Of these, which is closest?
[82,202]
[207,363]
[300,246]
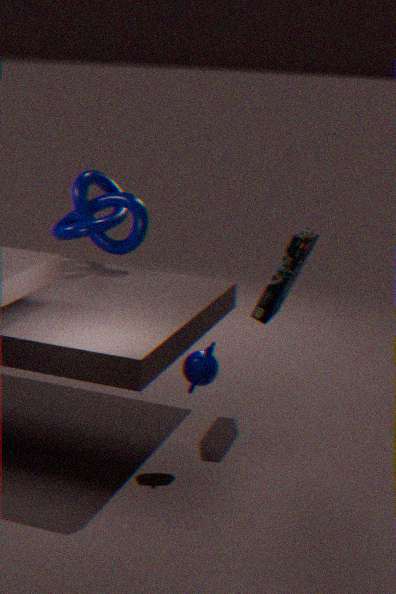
[207,363]
